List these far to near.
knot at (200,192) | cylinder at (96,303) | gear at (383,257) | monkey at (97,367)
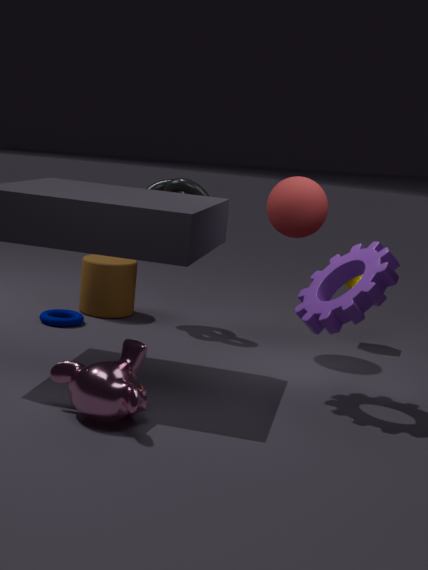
cylinder at (96,303)
knot at (200,192)
gear at (383,257)
monkey at (97,367)
